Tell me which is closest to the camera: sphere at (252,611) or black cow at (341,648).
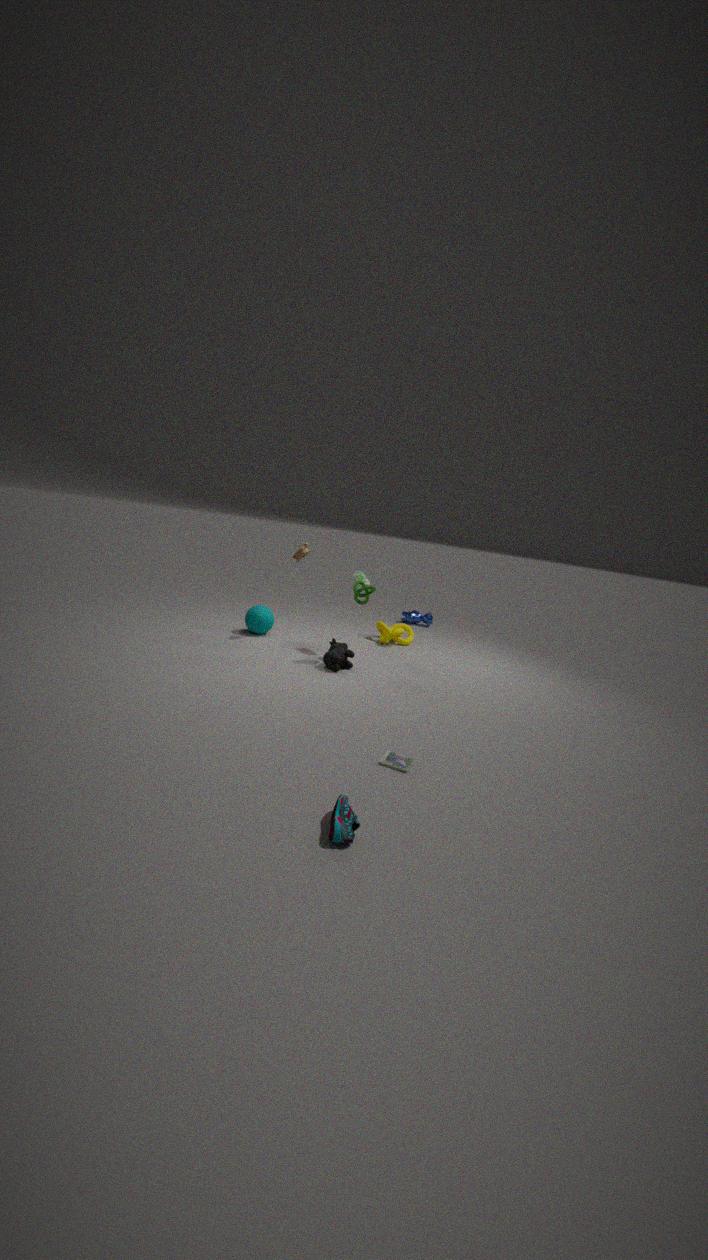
black cow at (341,648)
